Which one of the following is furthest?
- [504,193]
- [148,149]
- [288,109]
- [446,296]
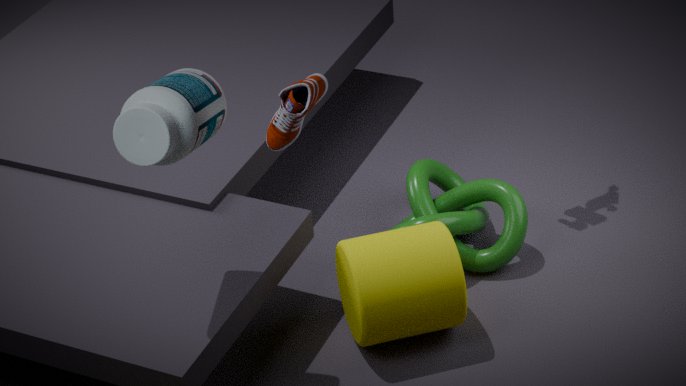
[504,193]
